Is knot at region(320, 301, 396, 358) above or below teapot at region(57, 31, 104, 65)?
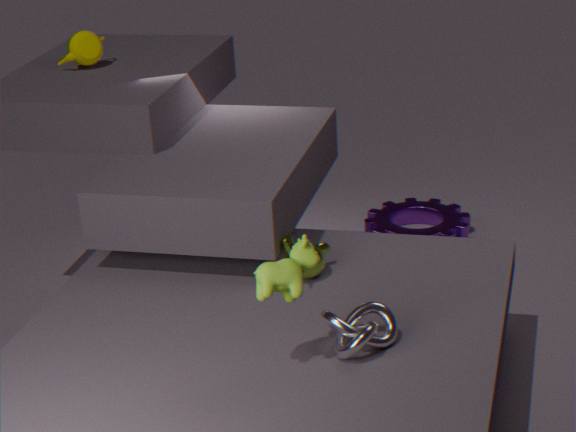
below
